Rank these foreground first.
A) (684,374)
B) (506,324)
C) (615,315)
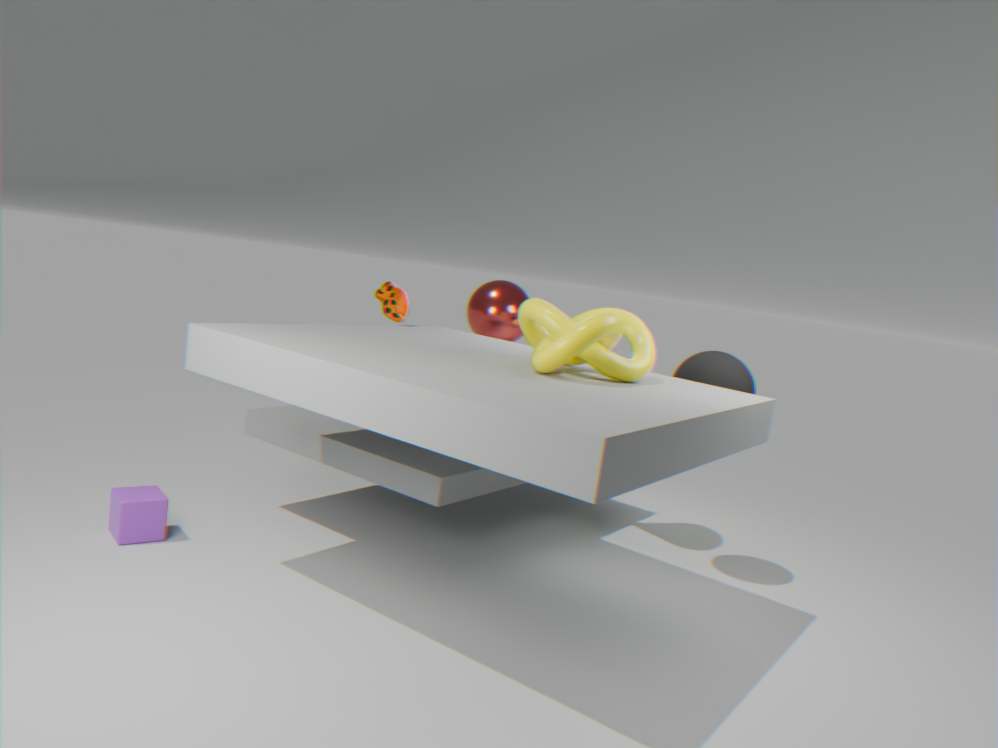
(615,315)
(684,374)
(506,324)
